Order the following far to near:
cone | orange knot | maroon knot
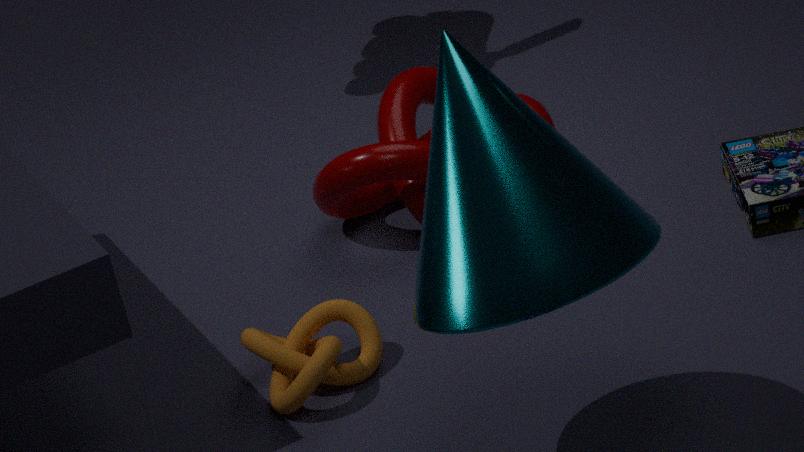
1. maroon knot
2. orange knot
3. cone
